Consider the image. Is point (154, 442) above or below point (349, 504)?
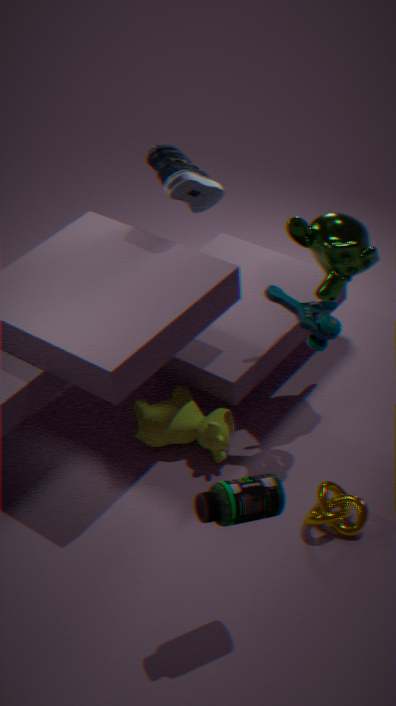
above
